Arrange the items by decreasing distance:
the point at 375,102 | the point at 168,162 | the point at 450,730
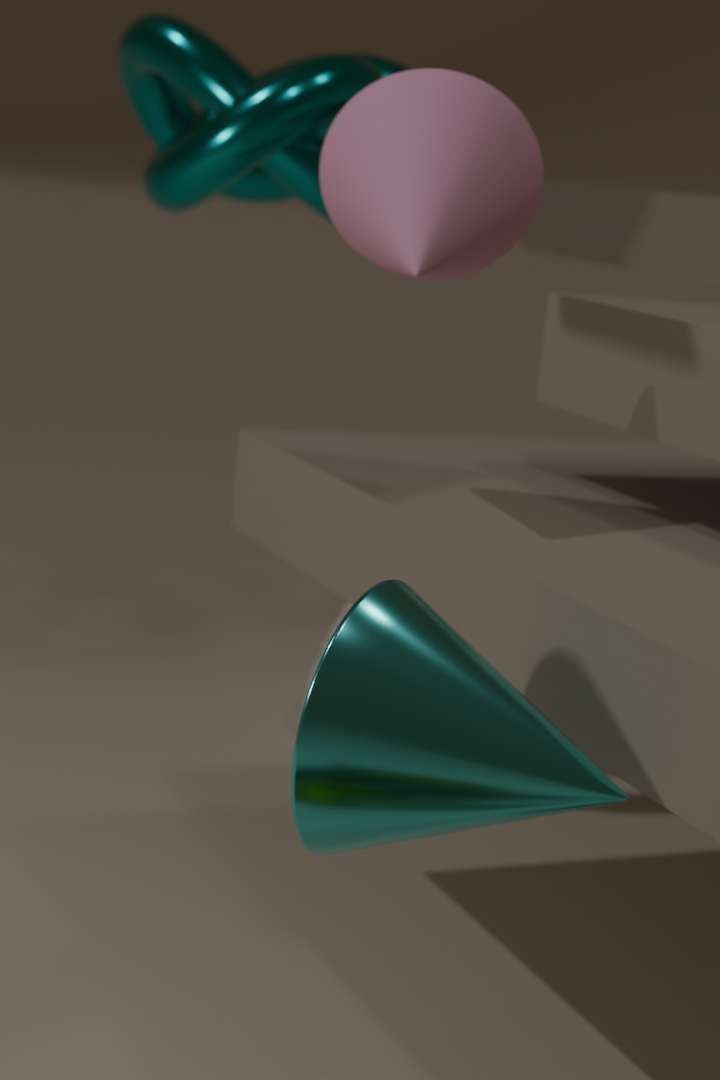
the point at 168,162 < the point at 375,102 < the point at 450,730
